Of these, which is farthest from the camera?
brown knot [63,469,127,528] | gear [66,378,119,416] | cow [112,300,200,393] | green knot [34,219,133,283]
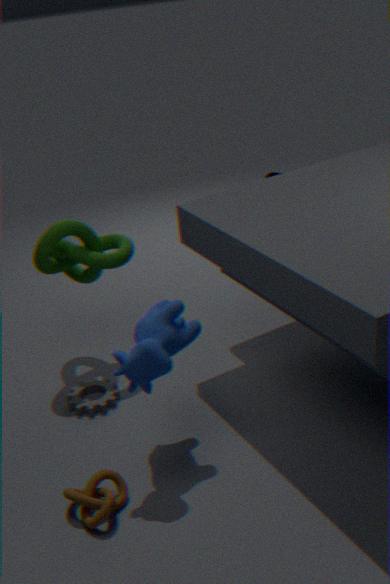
green knot [34,219,133,283]
